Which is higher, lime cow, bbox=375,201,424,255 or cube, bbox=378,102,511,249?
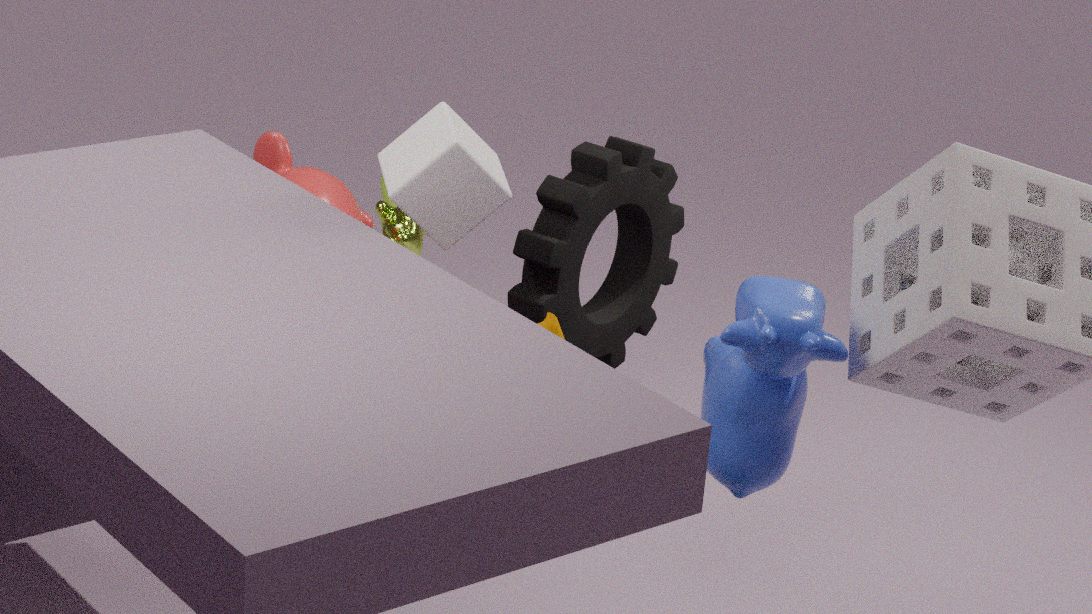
cube, bbox=378,102,511,249
